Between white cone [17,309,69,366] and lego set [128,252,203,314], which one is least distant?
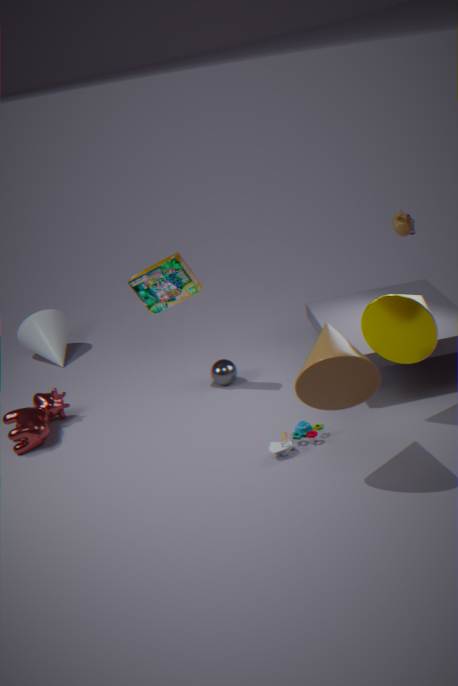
lego set [128,252,203,314]
